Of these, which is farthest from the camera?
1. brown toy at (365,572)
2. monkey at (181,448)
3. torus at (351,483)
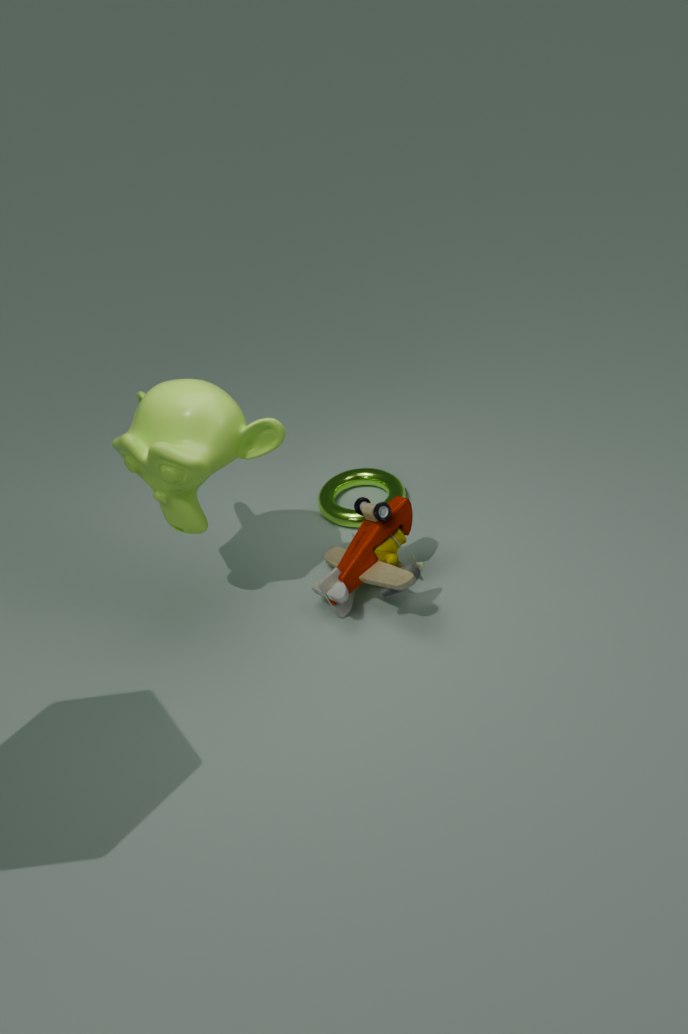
torus at (351,483)
